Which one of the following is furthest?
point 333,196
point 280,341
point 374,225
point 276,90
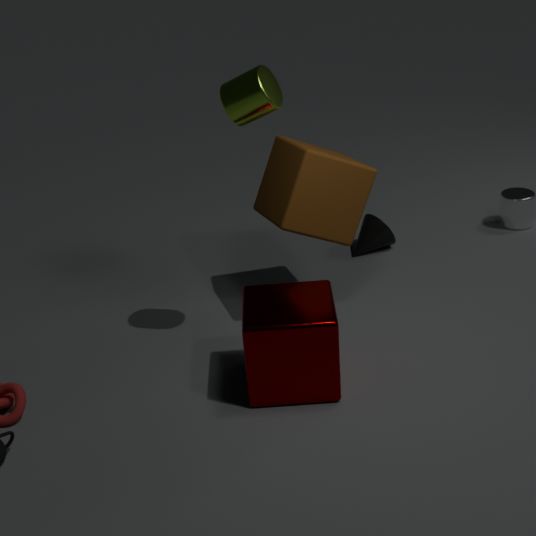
point 374,225
